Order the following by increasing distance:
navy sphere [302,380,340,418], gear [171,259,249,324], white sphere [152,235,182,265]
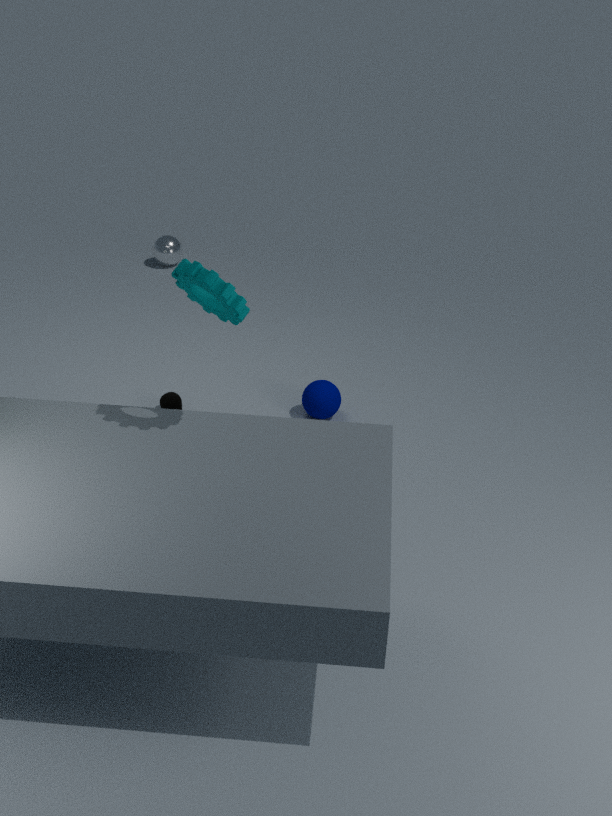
gear [171,259,249,324] → navy sphere [302,380,340,418] → white sphere [152,235,182,265]
